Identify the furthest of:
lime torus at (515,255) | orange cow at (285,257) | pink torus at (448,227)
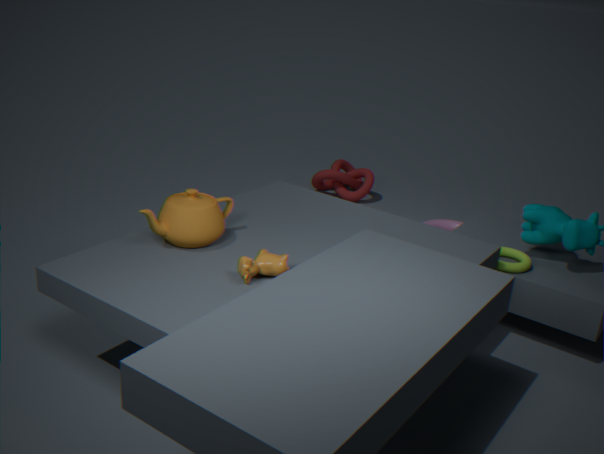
pink torus at (448,227)
